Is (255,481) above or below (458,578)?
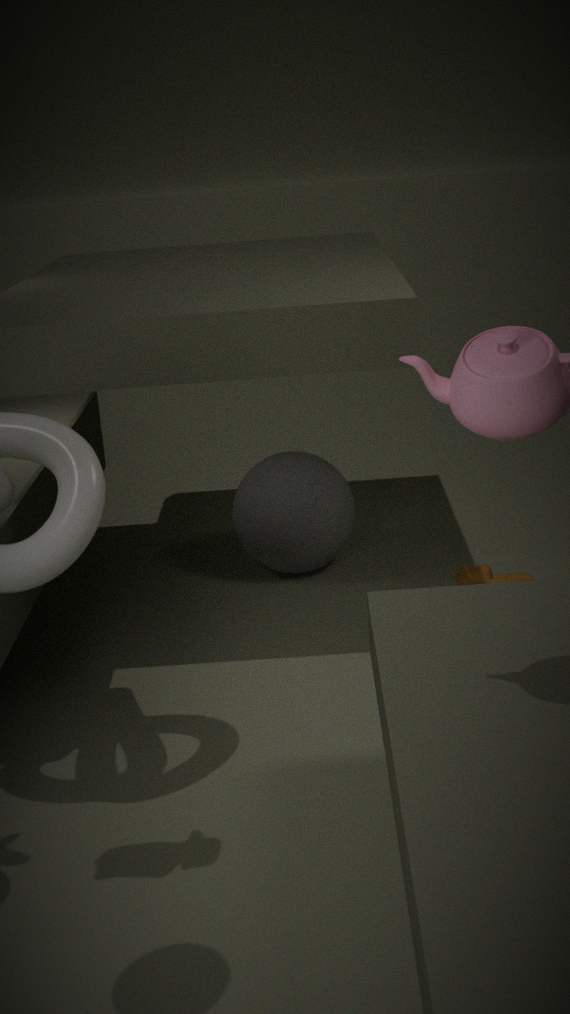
above
